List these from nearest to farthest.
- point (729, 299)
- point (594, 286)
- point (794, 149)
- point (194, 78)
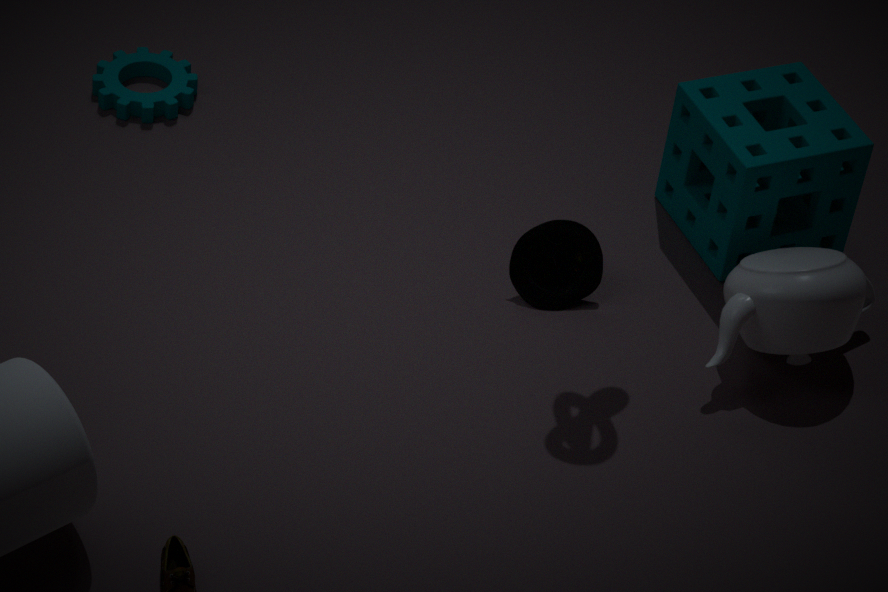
point (729, 299), point (794, 149), point (594, 286), point (194, 78)
